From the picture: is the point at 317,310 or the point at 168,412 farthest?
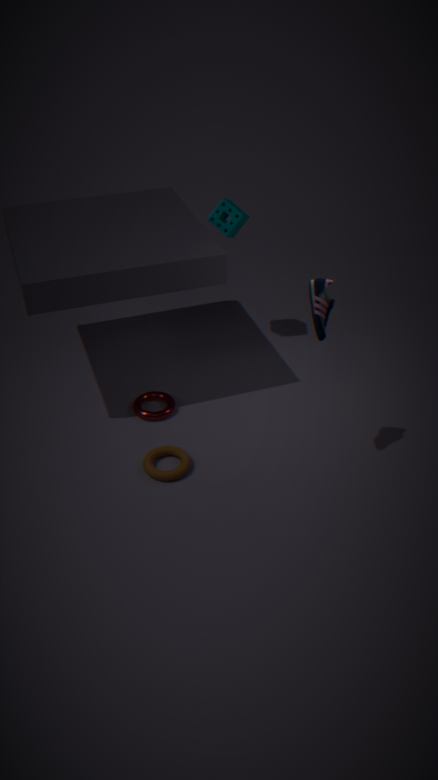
the point at 168,412
